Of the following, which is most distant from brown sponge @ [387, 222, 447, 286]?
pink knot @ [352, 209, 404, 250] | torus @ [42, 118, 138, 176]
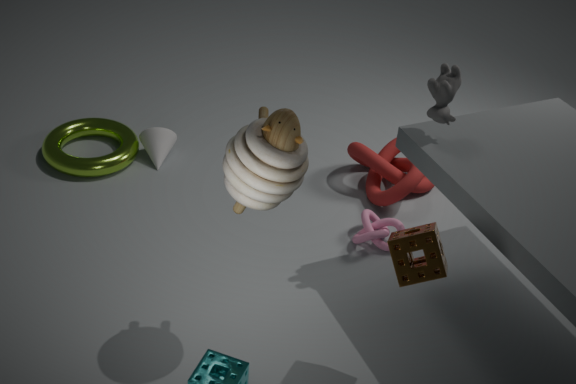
torus @ [42, 118, 138, 176]
